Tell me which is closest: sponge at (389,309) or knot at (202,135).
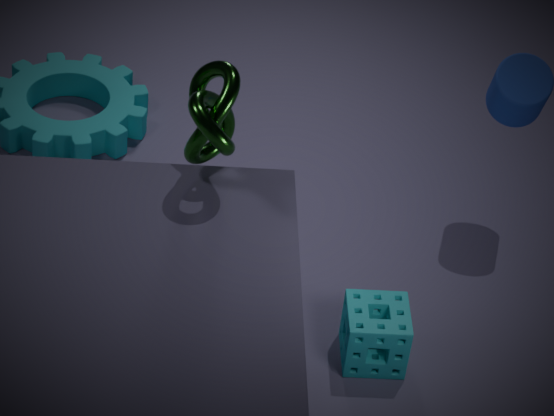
knot at (202,135)
